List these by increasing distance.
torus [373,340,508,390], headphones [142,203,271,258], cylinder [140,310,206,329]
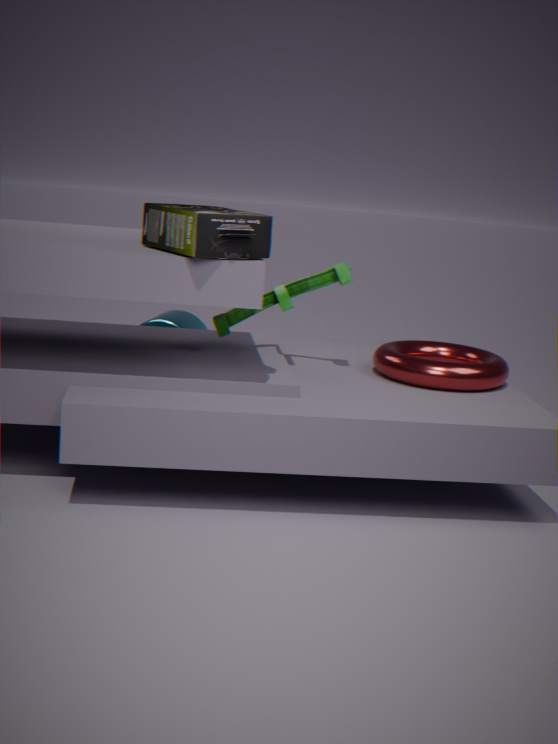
headphones [142,203,271,258], torus [373,340,508,390], cylinder [140,310,206,329]
